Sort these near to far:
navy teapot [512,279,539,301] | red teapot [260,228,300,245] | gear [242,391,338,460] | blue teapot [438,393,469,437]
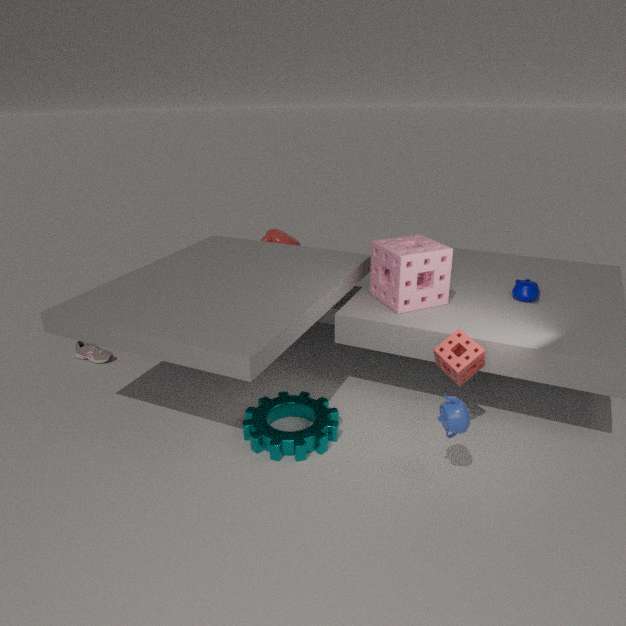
blue teapot [438,393,469,437], gear [242,391,338,460], navy teapot [512,279,539,301], red teapot [260,228,300,245]
